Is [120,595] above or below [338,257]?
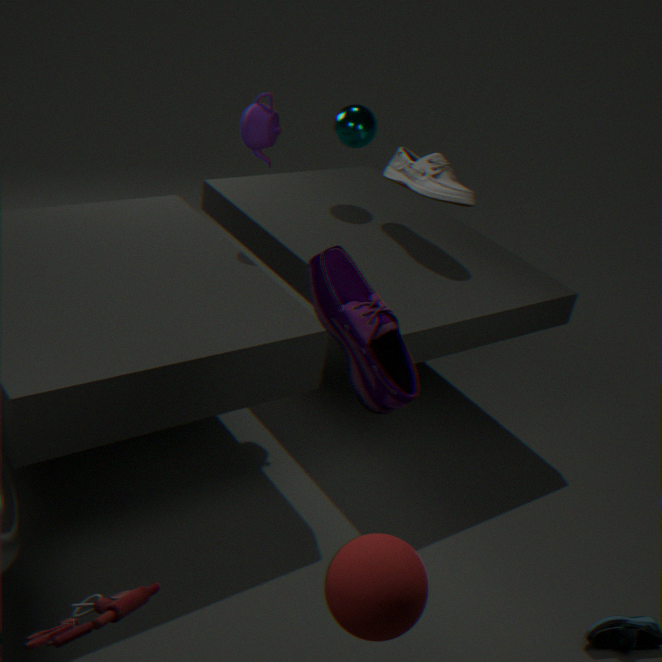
below
